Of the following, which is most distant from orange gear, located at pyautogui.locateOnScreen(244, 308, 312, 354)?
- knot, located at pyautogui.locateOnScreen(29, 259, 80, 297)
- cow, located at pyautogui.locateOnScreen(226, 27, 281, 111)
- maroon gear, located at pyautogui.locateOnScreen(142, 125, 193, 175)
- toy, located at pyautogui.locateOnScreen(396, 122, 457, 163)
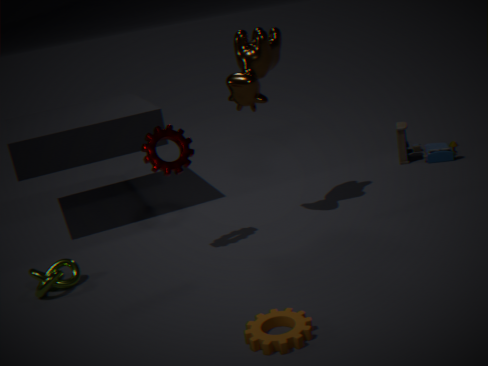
toy, located at pyautogui.locateOnScreen(396, 122, 457, 163)
